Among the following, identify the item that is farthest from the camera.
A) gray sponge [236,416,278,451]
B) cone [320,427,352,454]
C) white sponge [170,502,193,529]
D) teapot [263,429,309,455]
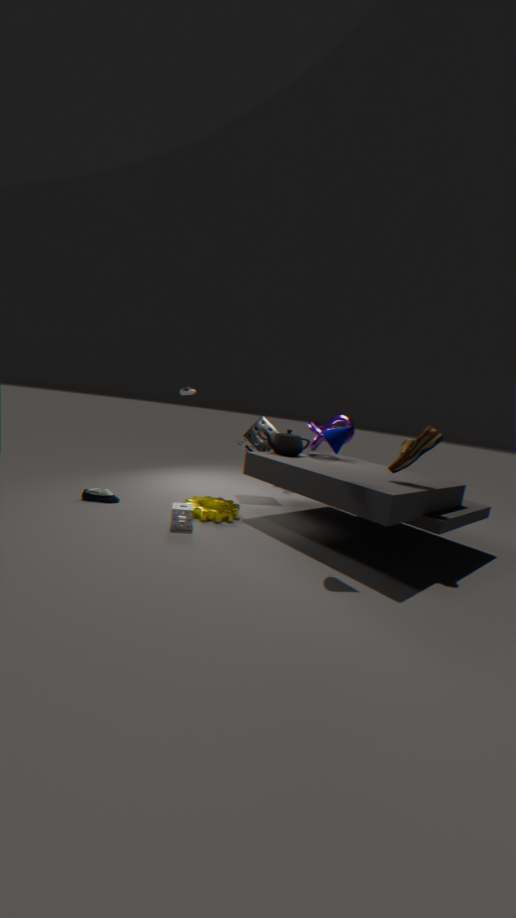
gray sponge [236,416,278,451]
